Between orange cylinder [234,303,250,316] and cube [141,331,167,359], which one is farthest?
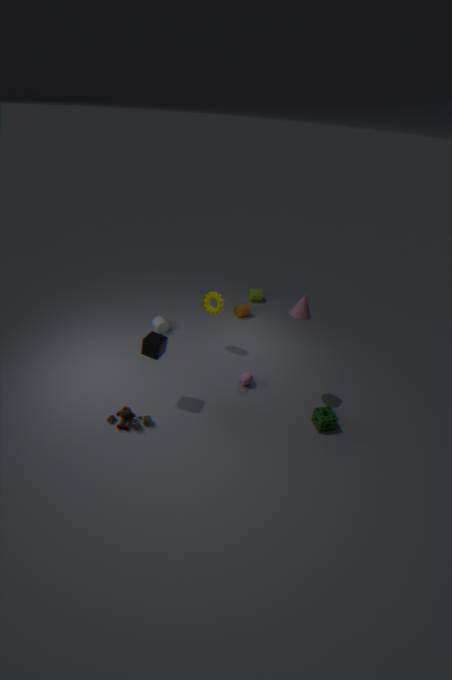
orange cylinder [234,303,250,316]
